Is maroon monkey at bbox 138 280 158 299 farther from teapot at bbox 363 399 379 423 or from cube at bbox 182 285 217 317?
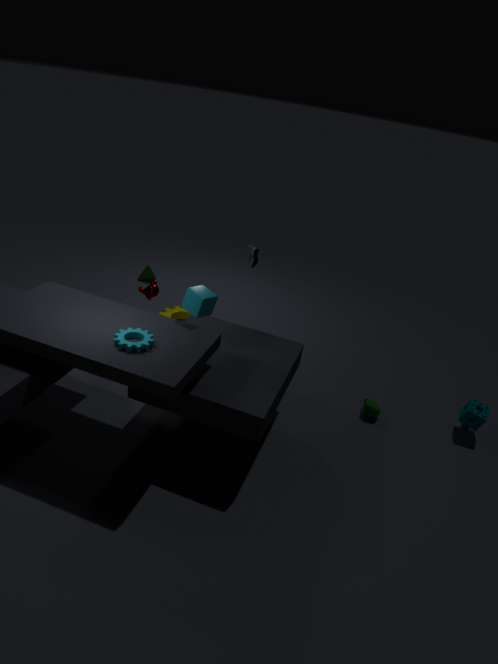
teapot at bbox 363 399 379 423
